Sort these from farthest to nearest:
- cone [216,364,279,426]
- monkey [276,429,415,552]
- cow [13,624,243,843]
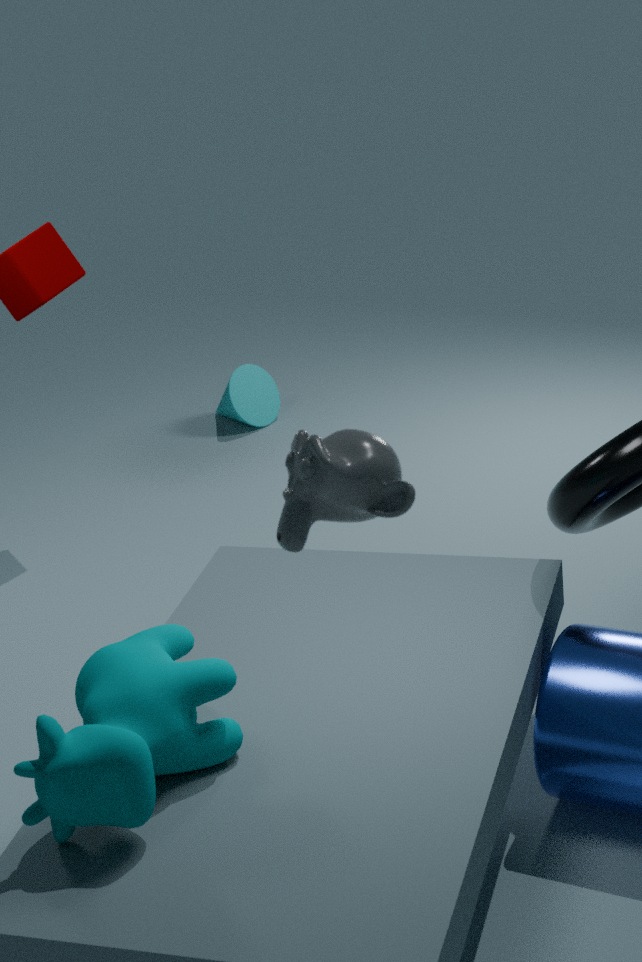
cone [216,364,279,426] < cow [13,624,243,843] < monkey [276,429,415,552]
